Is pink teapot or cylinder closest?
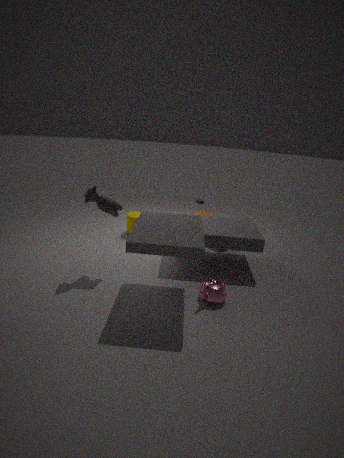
pink teapot
